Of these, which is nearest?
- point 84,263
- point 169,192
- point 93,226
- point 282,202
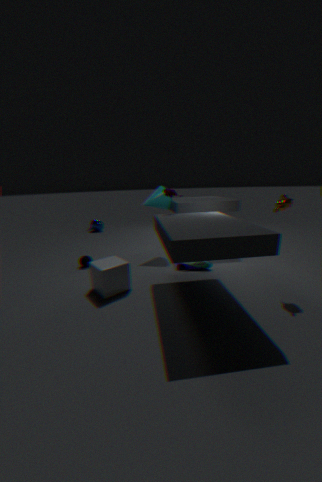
point 282,202
